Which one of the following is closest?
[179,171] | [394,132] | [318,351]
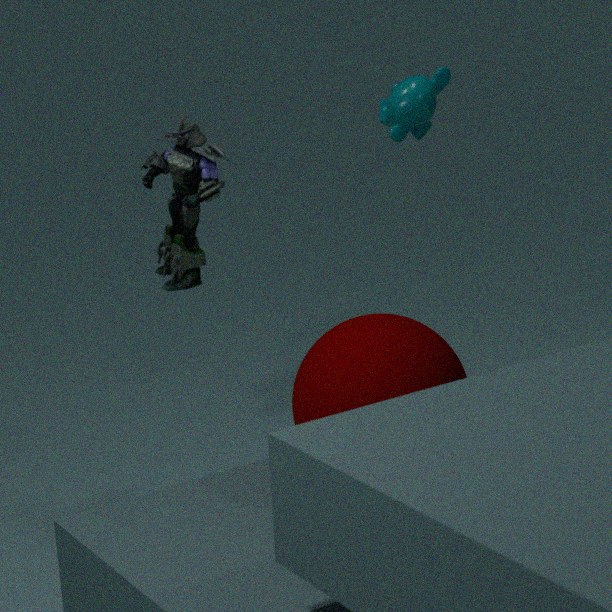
[318,351]
